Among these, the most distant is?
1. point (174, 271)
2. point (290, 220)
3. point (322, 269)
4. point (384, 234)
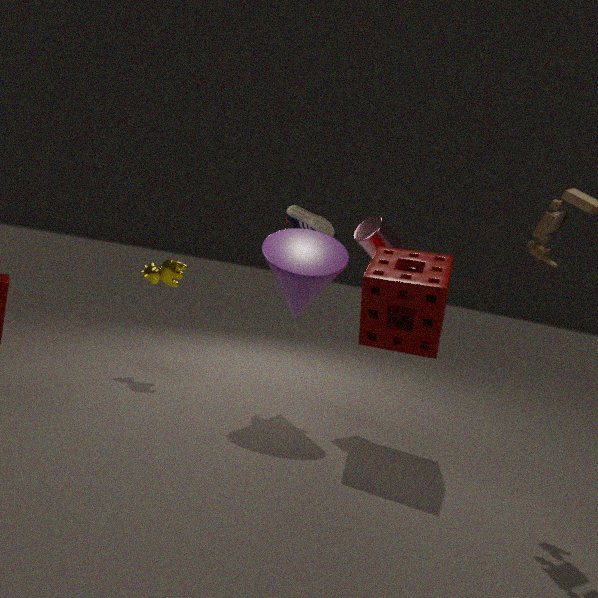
point (290, 220)
